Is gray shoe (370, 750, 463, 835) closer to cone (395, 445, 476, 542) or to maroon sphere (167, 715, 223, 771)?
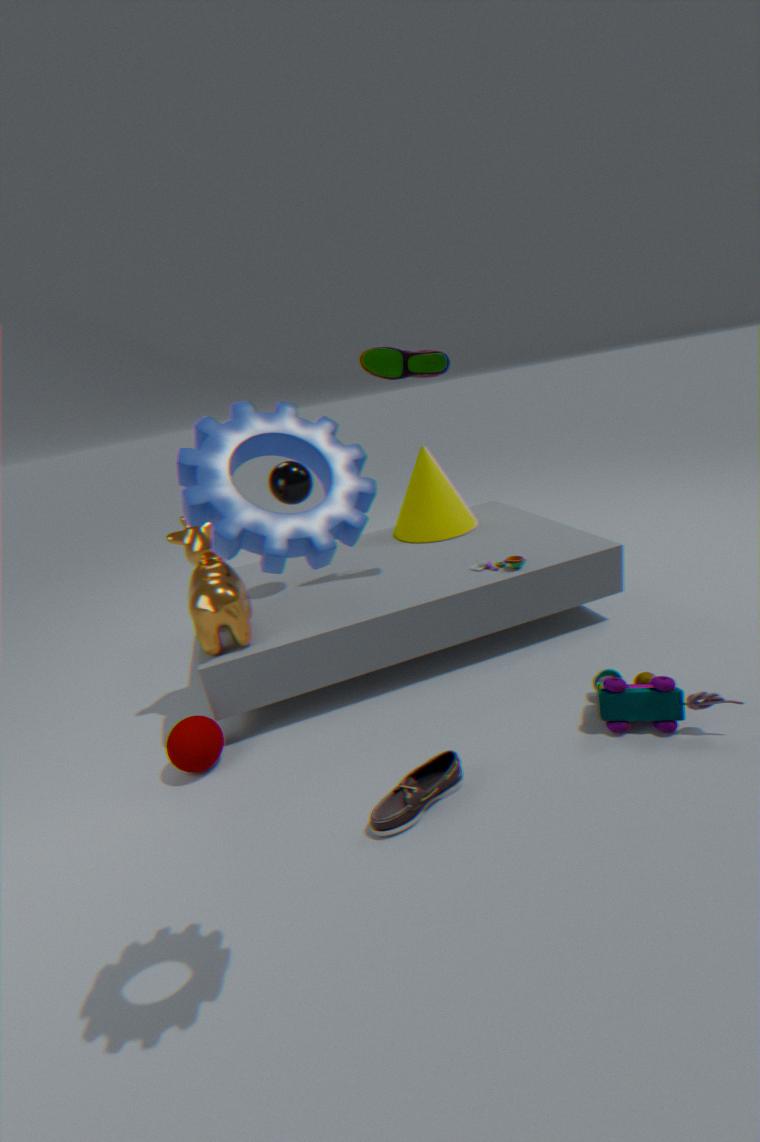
maroon sphere (167, 715, 223, 771)
